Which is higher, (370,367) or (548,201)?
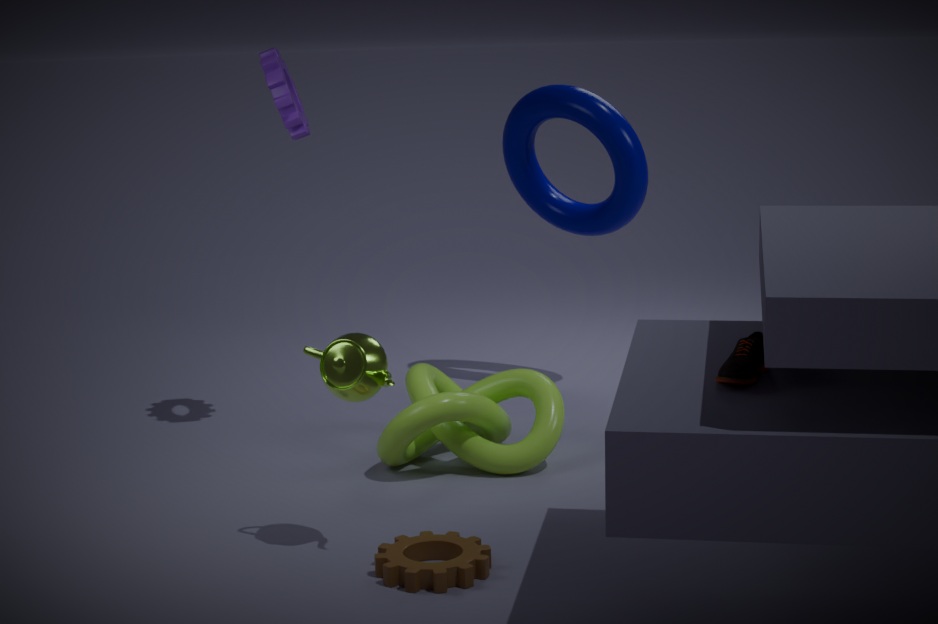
(548,201)
